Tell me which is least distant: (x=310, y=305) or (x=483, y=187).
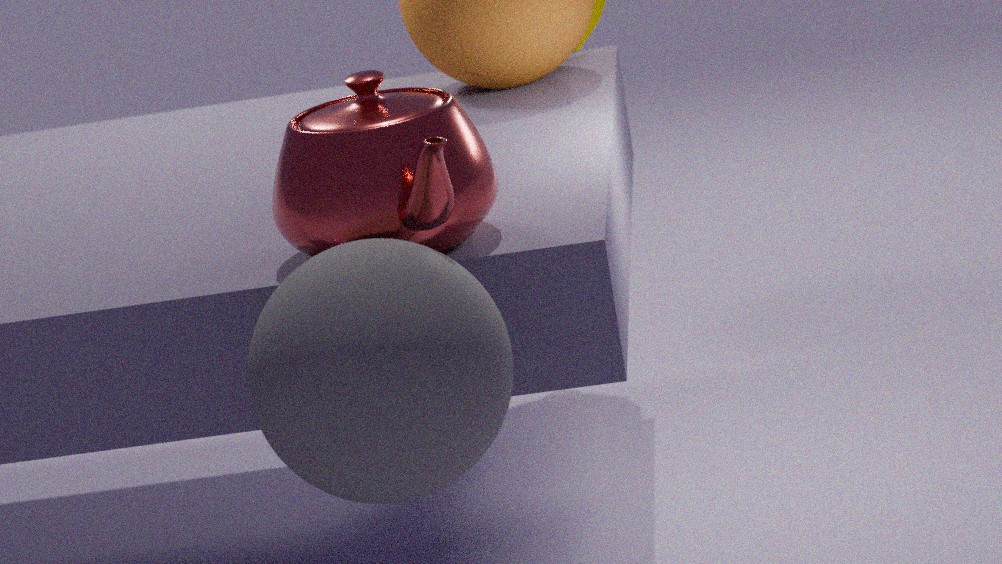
(x=310, y=305)
